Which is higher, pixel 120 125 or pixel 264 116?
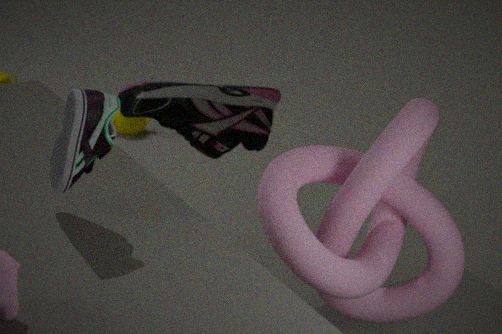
pixel 264 116
